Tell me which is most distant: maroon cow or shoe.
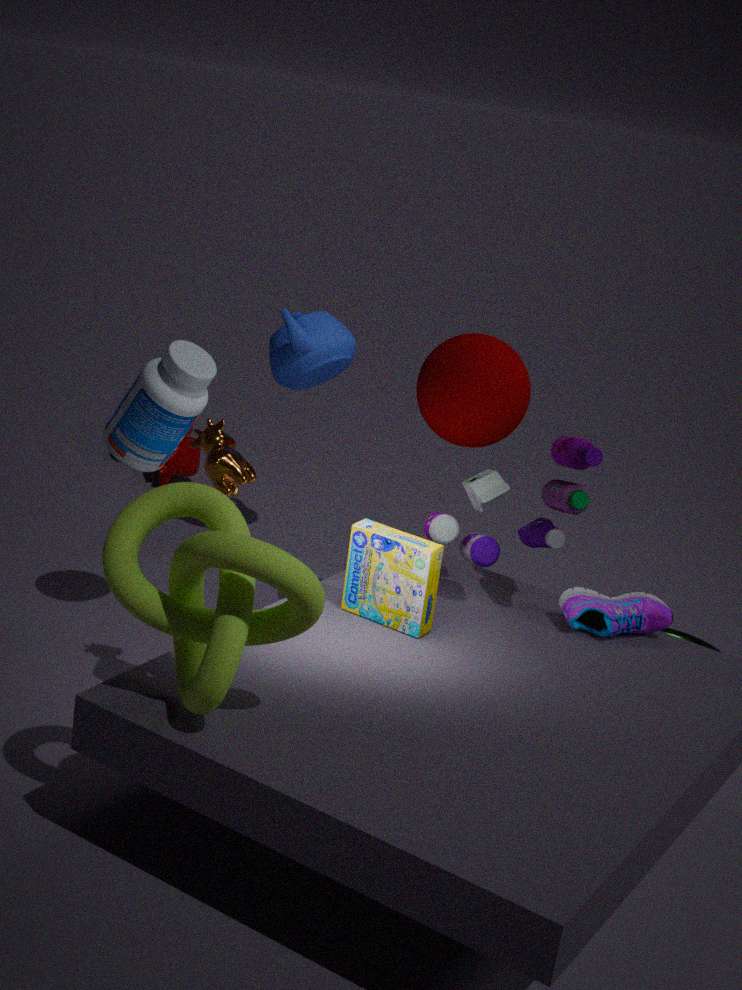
maroon cow
